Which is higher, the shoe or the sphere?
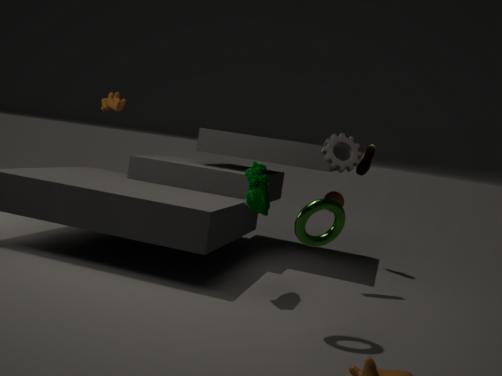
the shoe
